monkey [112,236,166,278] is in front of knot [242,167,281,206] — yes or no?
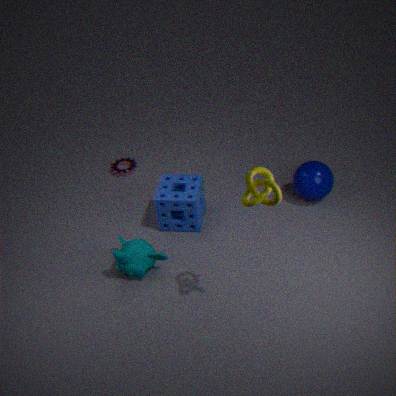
No
